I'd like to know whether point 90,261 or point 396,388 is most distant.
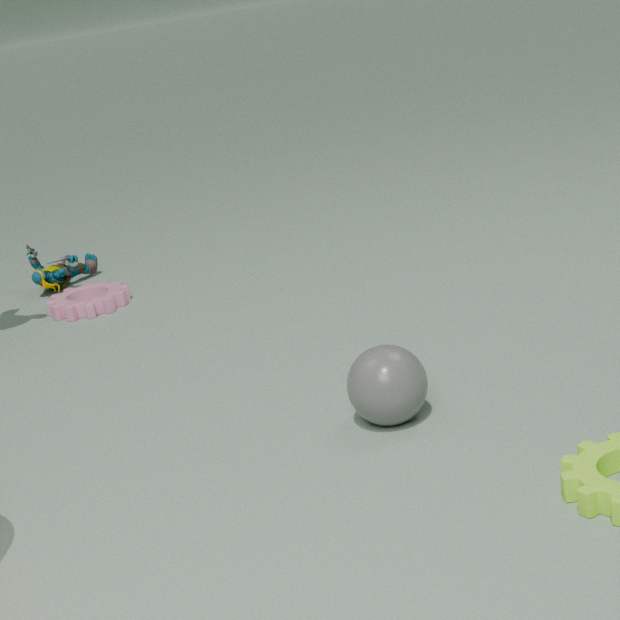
point 90,261
